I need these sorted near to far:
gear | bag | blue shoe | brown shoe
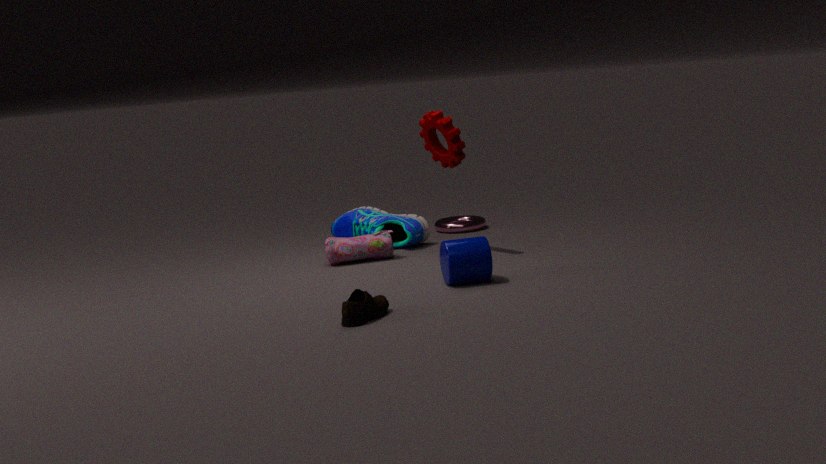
1. brown shoe
2. gear
3. bag
4. blue shoe
